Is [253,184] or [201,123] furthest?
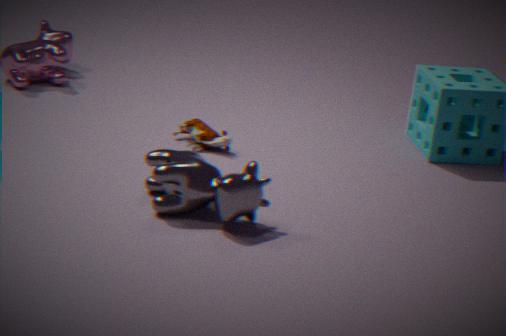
[201,123]
